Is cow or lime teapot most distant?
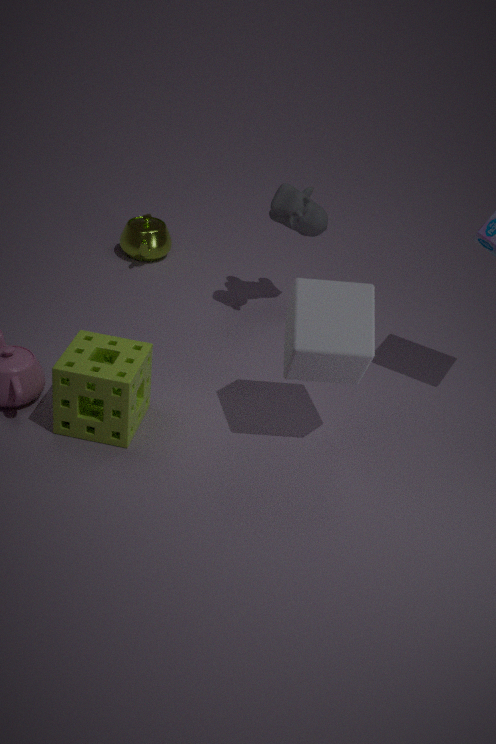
lime teapot
